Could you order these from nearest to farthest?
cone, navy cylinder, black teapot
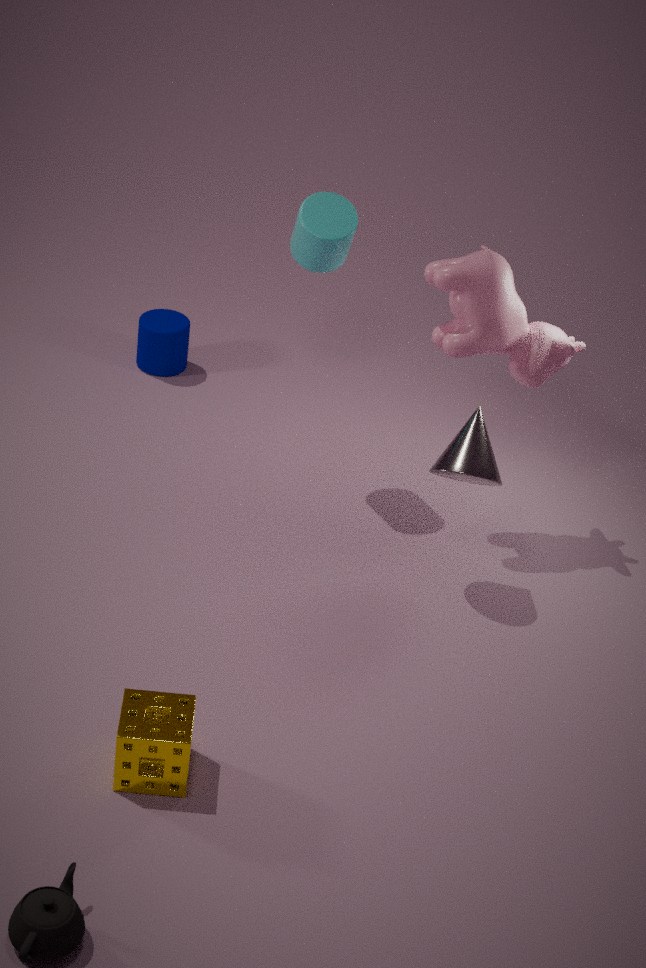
black teapot
cone
navy cylinder
